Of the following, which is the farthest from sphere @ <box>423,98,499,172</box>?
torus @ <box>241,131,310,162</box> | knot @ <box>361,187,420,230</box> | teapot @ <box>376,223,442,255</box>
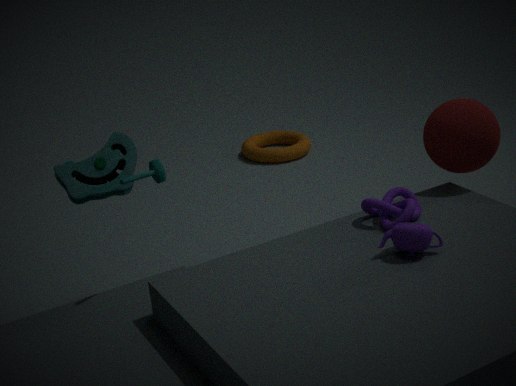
torus @ <box>241,131,310,162</box>
